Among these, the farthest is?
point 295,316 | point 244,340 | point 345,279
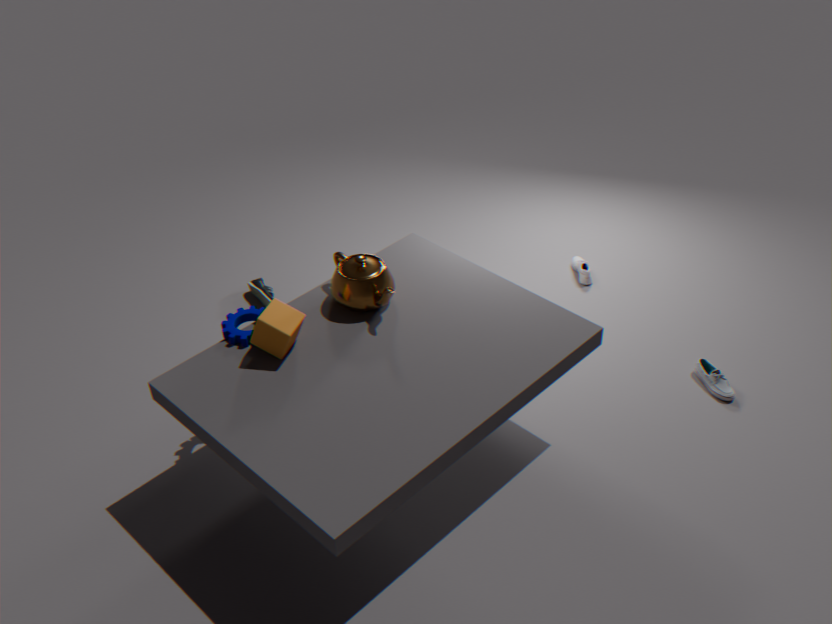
point 345,279
